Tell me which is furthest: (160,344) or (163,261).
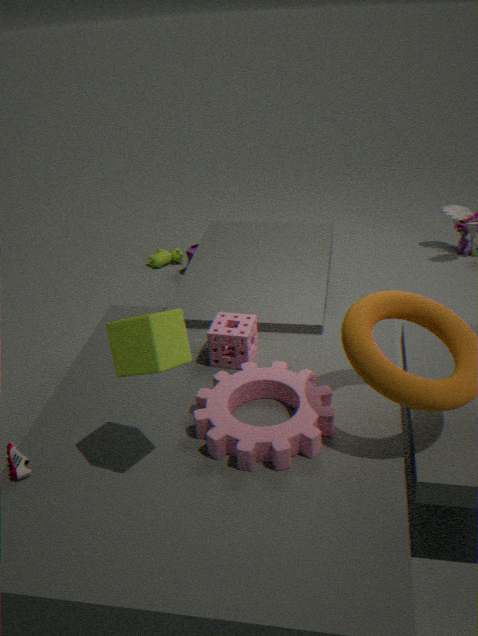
(163,261)
